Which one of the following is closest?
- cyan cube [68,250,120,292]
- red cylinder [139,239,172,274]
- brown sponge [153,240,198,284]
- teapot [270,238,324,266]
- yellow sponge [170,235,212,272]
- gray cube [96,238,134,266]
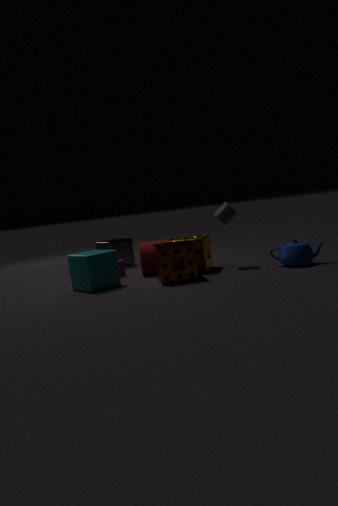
brown sponge [153,240,198,284]
